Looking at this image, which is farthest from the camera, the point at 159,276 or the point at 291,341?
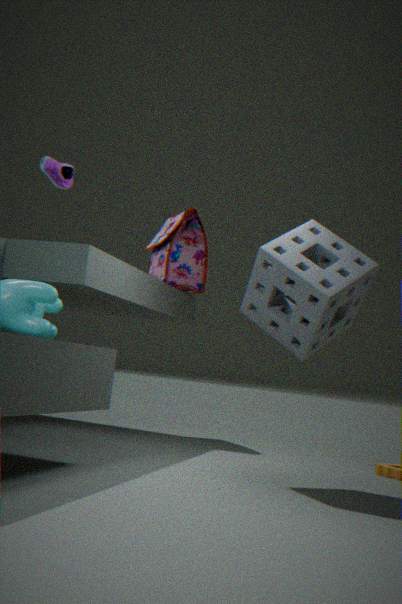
the point at 159,276
